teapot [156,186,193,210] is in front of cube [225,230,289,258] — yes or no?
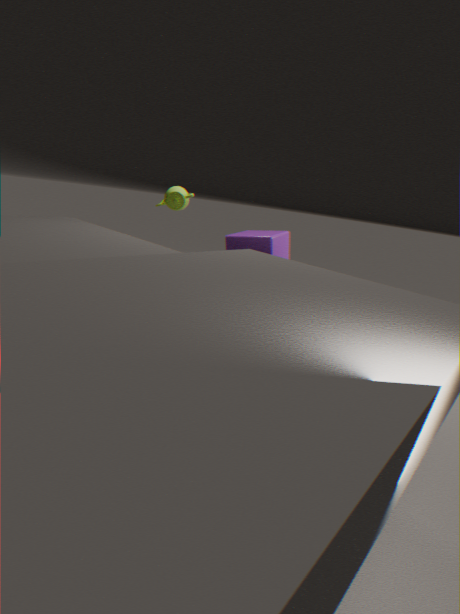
No
